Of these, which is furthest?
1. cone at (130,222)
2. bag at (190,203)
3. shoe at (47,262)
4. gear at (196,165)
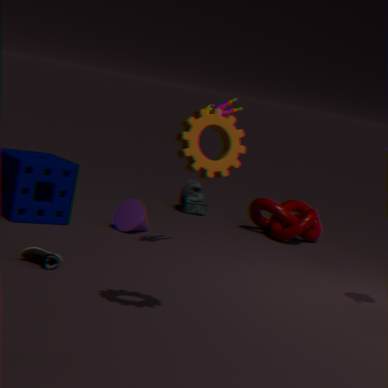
bag at (190,203)
